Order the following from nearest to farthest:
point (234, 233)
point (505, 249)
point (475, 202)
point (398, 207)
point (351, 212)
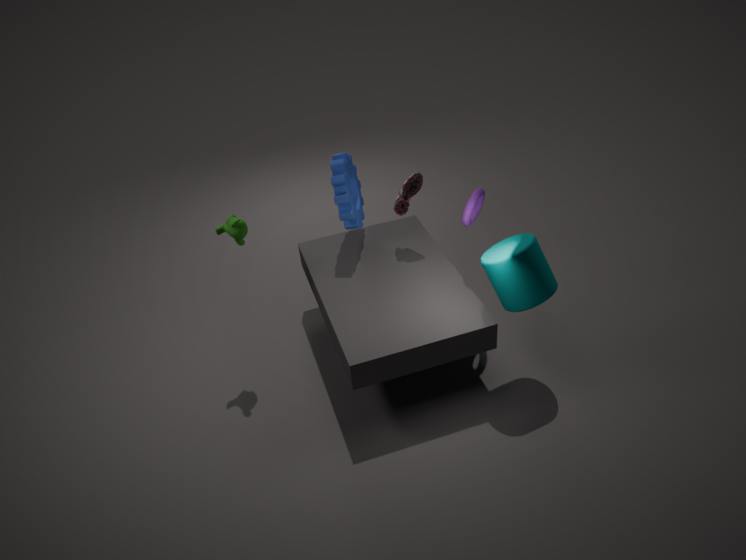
point (505, 249), point (234, 233), point (475, 202), point (351, 212), point (398, 207)
